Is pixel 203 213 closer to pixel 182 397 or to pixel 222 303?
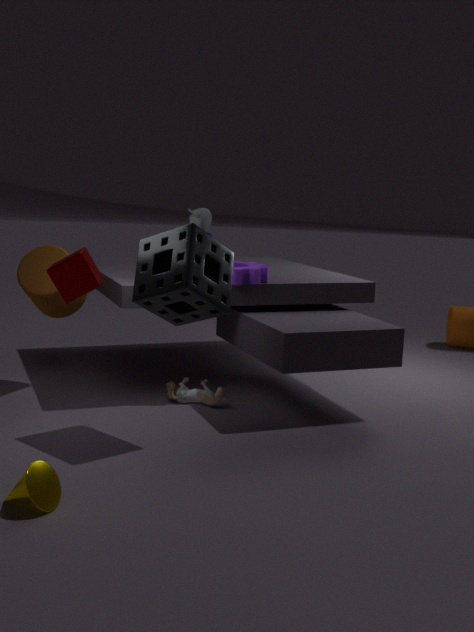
pixel 222 303
